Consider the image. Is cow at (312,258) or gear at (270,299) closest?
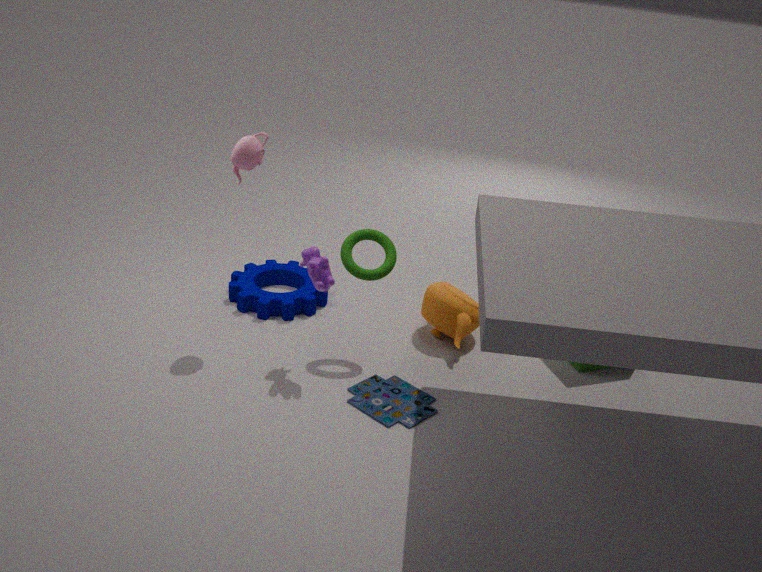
cow at (312,258)
